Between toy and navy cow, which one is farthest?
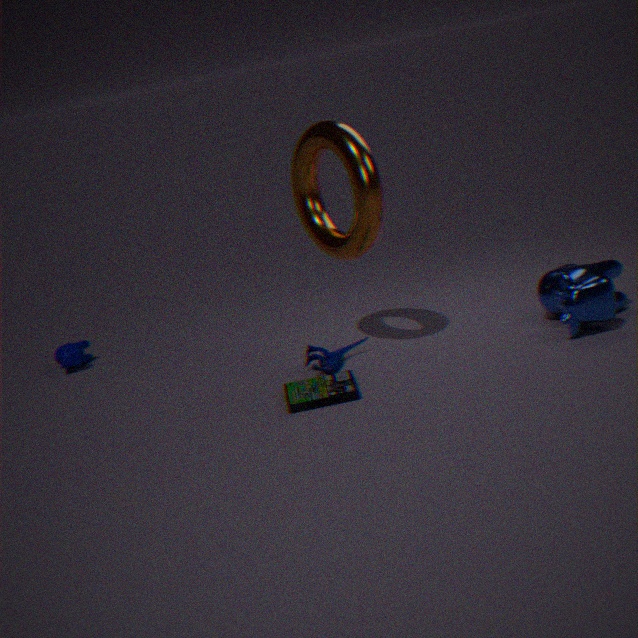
navy cow
